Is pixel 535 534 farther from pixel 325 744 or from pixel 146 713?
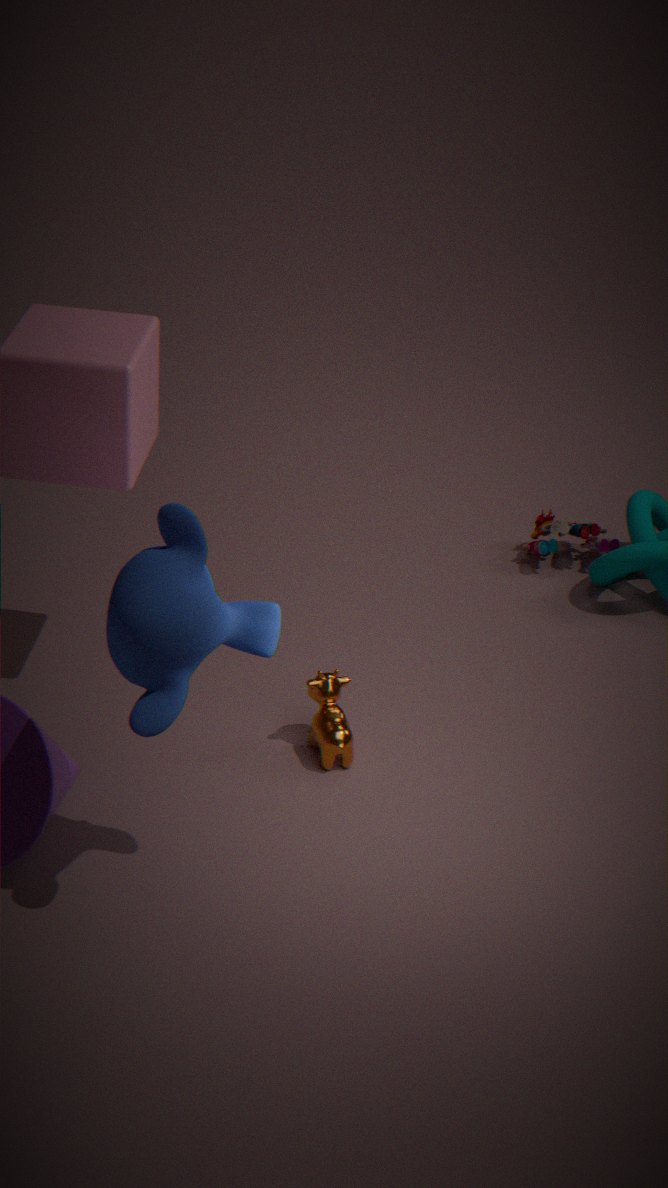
pixel 146 713
